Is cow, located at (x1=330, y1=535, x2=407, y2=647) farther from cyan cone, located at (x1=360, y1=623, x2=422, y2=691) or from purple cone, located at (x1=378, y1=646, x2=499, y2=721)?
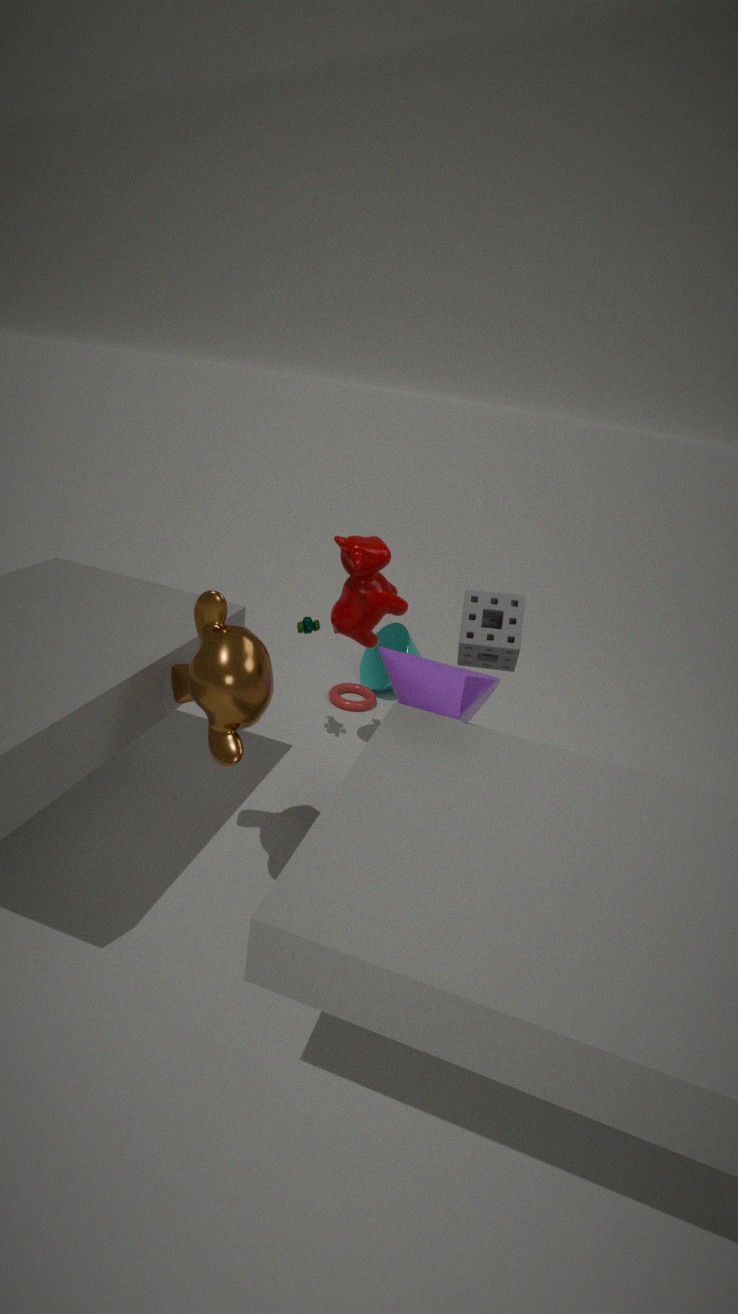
cyan cone, located at (x1=360, y1=623, x2=422, y2=691)
